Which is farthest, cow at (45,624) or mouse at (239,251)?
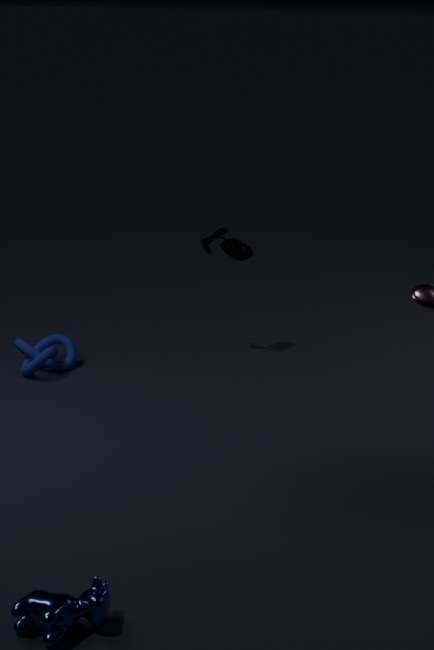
mouse at (239,251)
